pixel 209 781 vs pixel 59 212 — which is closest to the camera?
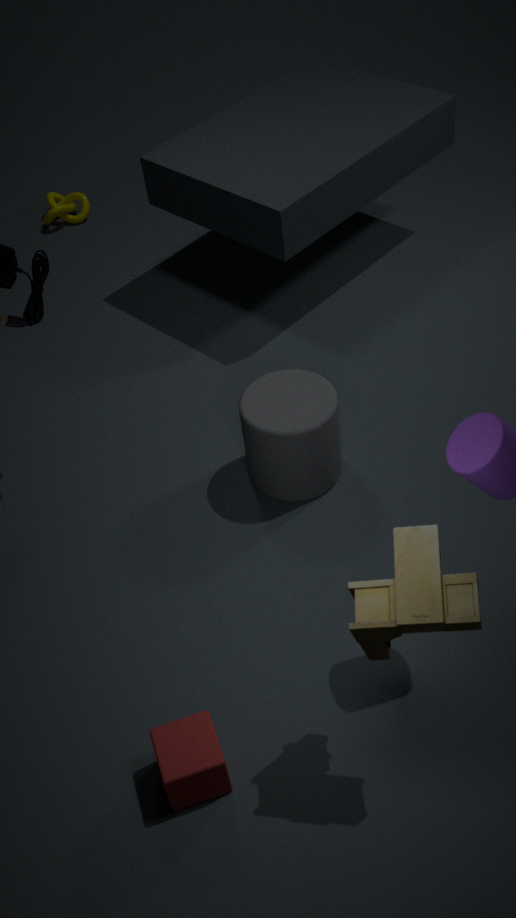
pixel 209 781
